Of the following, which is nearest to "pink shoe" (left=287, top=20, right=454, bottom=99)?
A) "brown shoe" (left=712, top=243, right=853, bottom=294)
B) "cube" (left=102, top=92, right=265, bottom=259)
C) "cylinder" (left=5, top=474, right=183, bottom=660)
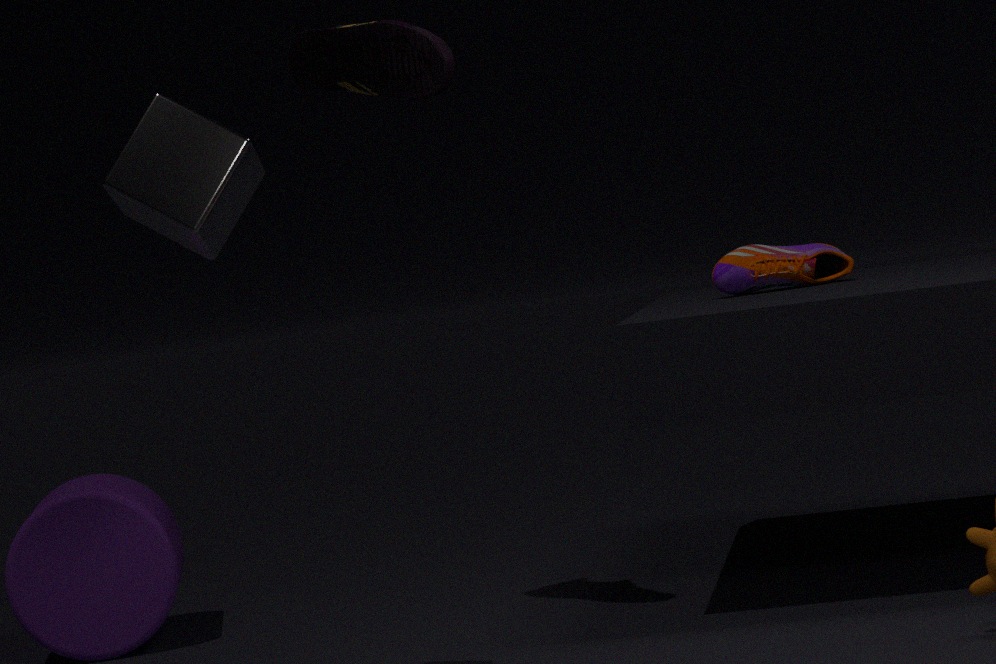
"cube" (left=102, top=92, right=265, bottom=259)
